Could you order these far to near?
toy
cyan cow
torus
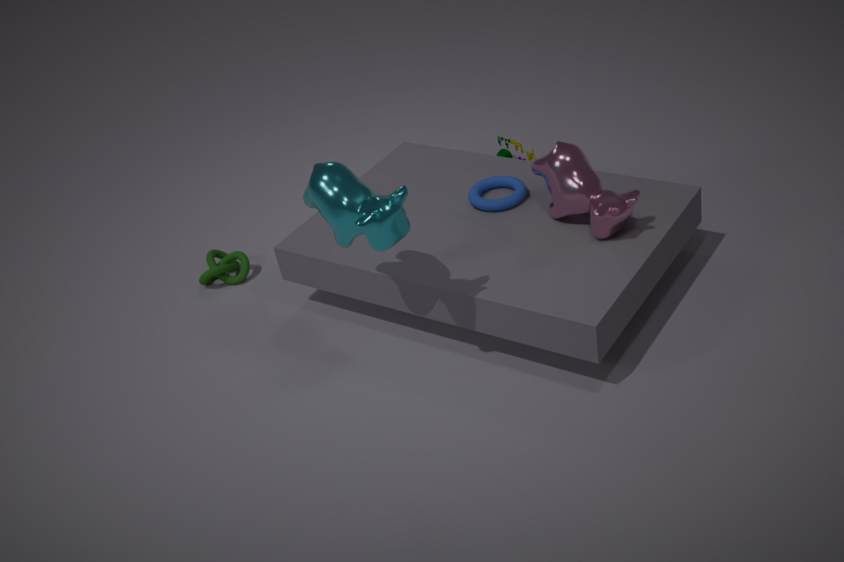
1. toy
2. torus
3. cyan cow
